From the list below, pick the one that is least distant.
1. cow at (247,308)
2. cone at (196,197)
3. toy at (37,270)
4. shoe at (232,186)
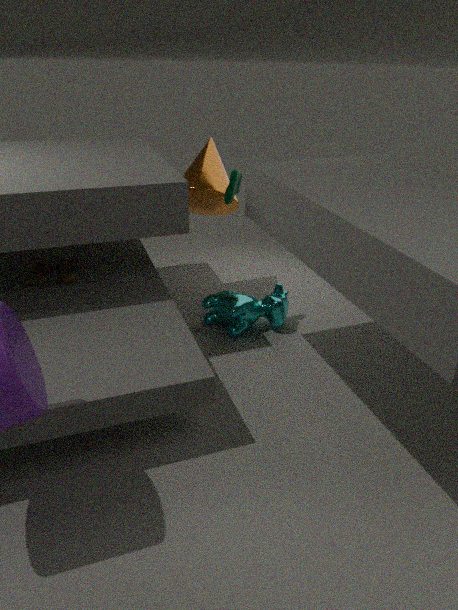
toy at (37,270)
